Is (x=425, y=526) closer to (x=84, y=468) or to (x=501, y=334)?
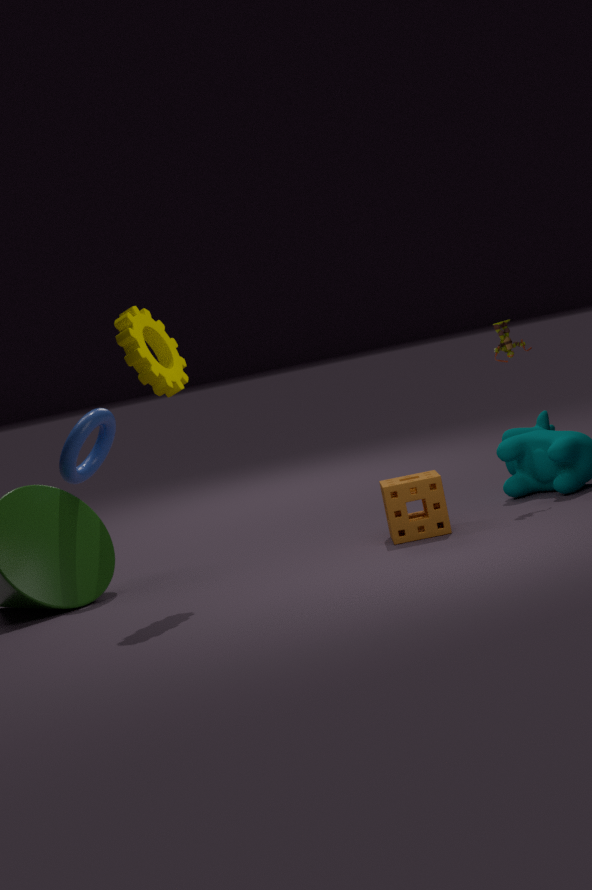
(x=501, y=334)
